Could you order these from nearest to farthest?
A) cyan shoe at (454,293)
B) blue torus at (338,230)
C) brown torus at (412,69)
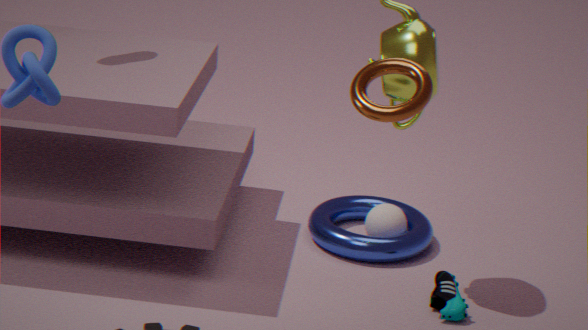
brown torus at (412,69) < cyan shoe at (454,293) < blue torus at (338,230)
